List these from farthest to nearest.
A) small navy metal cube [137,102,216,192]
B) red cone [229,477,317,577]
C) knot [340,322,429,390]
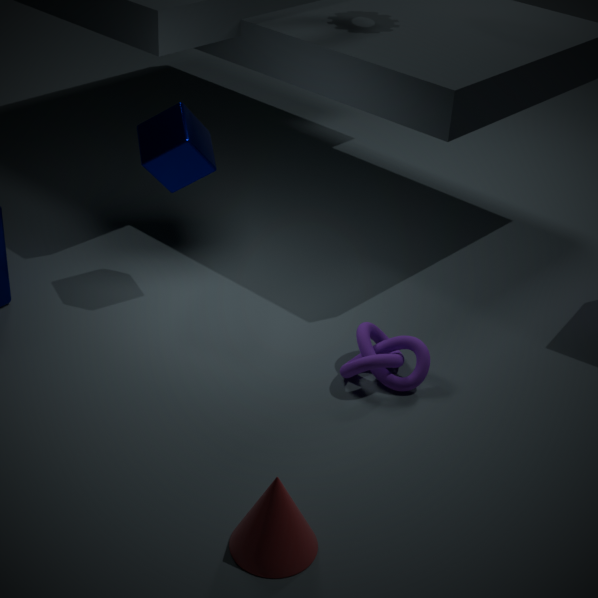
small navy metal cube [137,102,216,192]
knot [340,322,429,390]
red cone [229,477,317,577]
